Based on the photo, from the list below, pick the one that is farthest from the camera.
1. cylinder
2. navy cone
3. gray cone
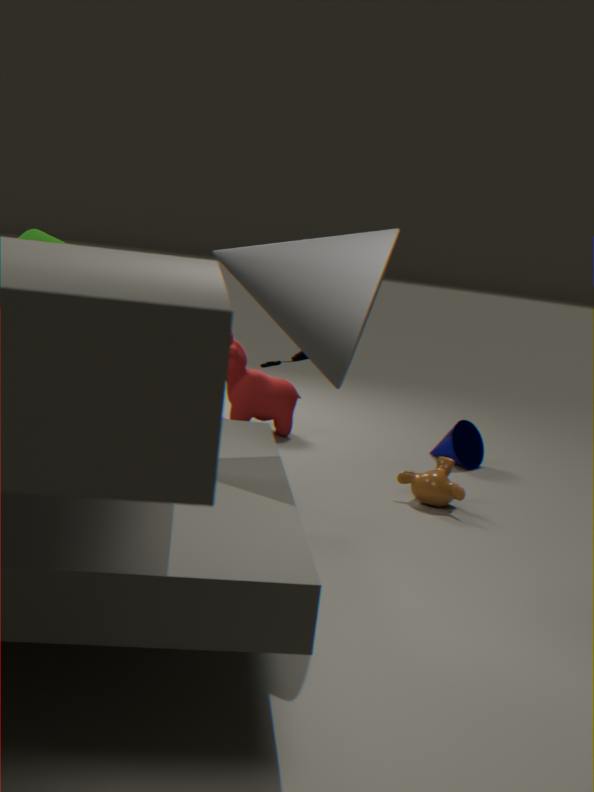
navy cone
